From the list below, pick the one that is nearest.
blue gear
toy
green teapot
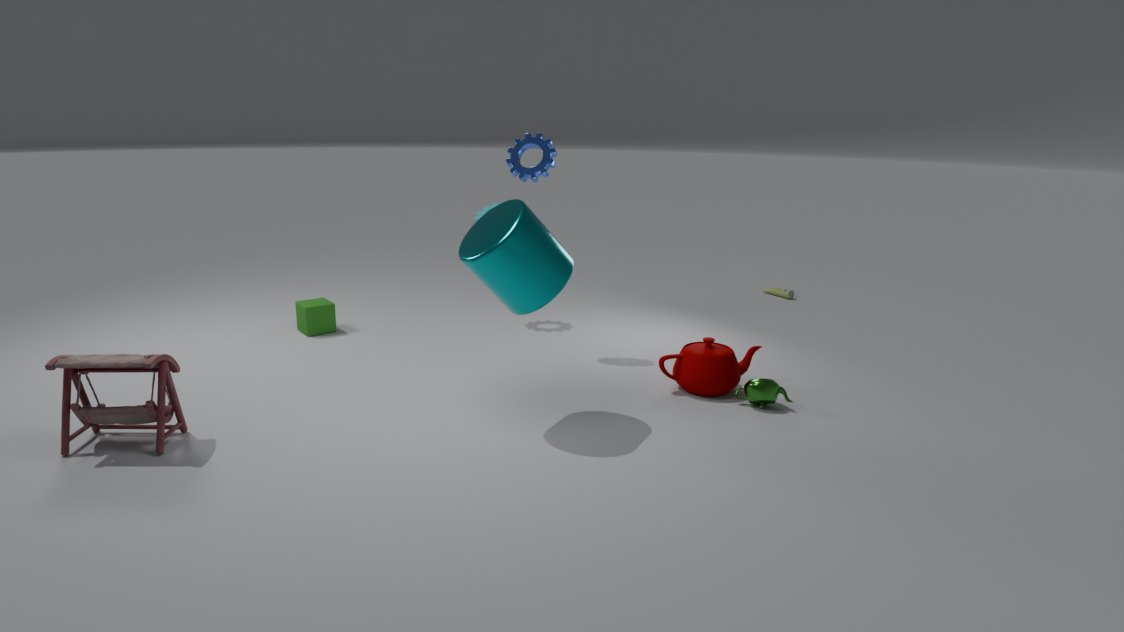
toy
